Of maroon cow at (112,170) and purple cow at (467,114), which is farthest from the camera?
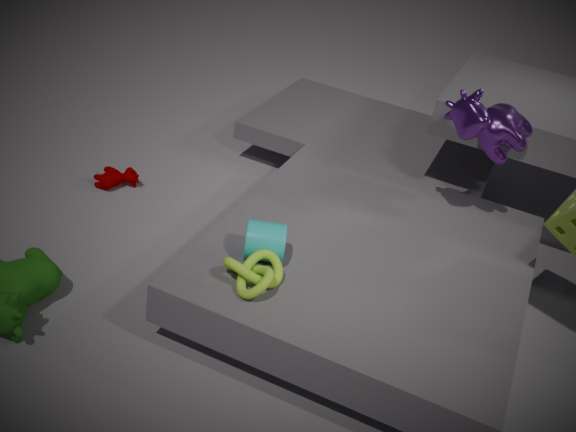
maroon cow at (112,170)
